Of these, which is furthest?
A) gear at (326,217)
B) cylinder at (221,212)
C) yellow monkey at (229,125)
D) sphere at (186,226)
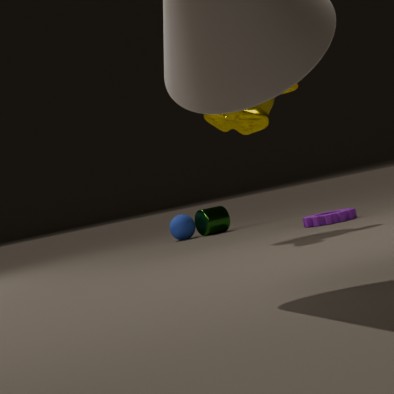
sphere at (186,226)
